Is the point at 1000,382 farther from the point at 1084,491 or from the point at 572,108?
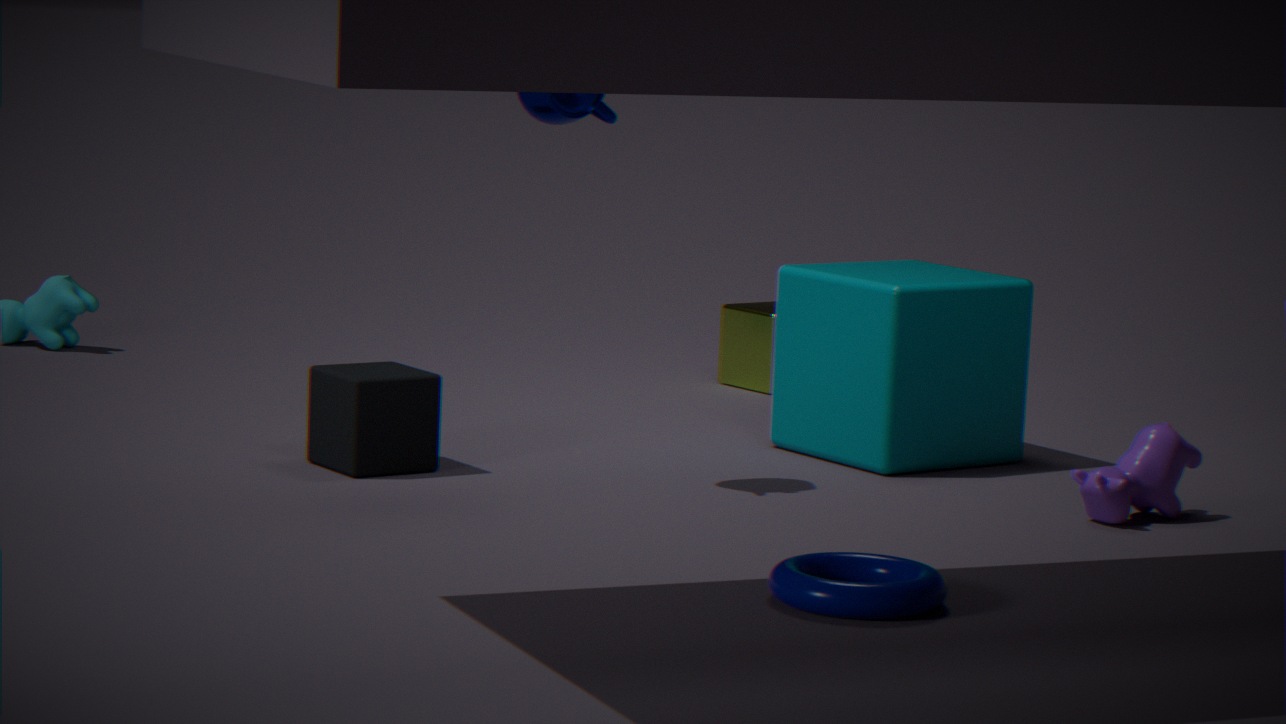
the point at 572,108
